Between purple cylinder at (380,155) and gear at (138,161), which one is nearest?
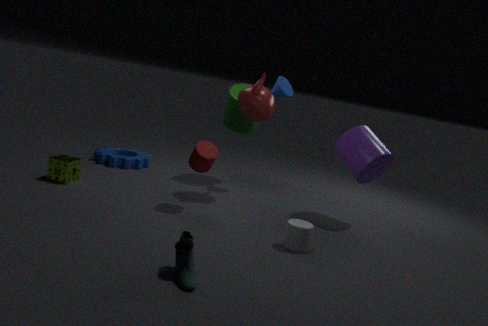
purple cylinder at (380,155)
